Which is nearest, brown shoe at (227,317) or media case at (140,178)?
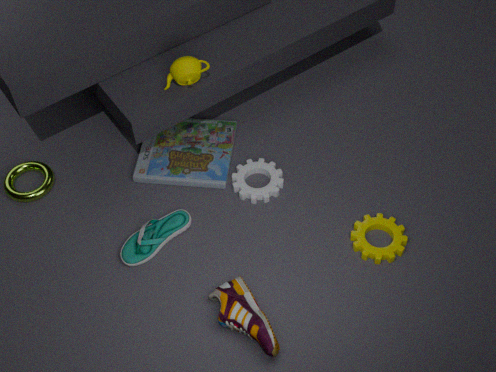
brown shoe at (227,317)
